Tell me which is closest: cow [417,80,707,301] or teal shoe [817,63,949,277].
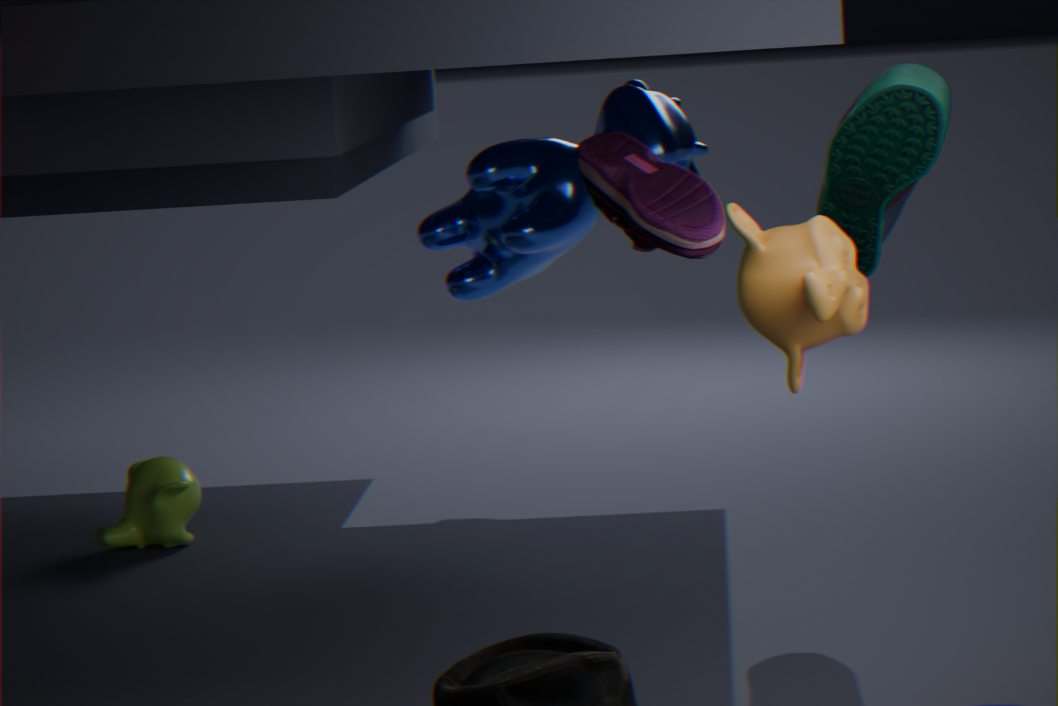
teal shoe [817,63,949,277]
